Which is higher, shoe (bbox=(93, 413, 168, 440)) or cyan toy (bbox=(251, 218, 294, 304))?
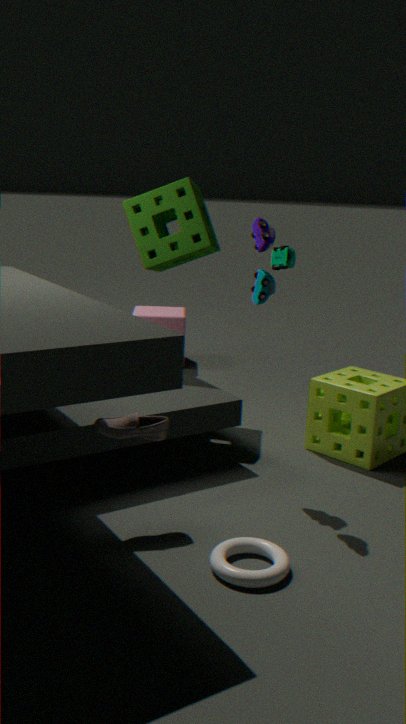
cyan toy (bbox=(251, 218, 294, 304))
